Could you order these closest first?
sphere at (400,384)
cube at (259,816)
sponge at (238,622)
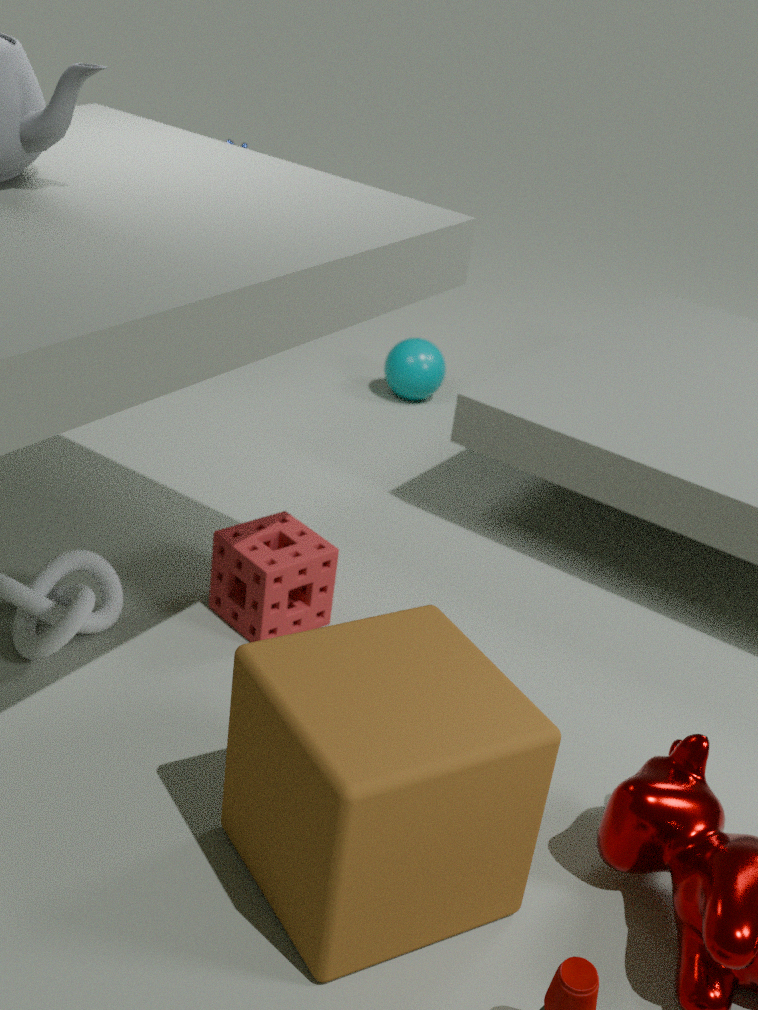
cube at (259,816), sponge at (238,622), sphere at (400,384)
